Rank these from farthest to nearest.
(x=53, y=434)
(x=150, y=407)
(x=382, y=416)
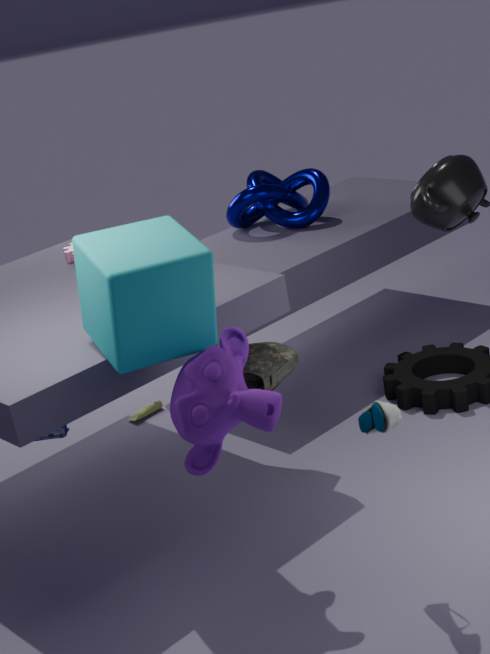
(x=150, y=407), (x=53, y=434), (x=382, y=416)
